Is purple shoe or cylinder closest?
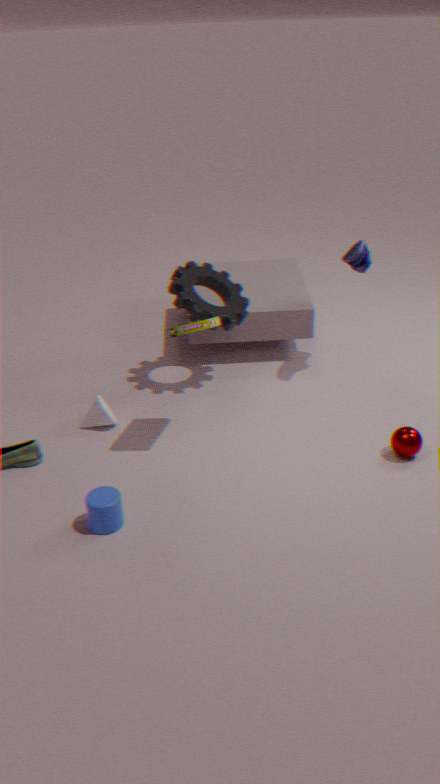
cylinder
